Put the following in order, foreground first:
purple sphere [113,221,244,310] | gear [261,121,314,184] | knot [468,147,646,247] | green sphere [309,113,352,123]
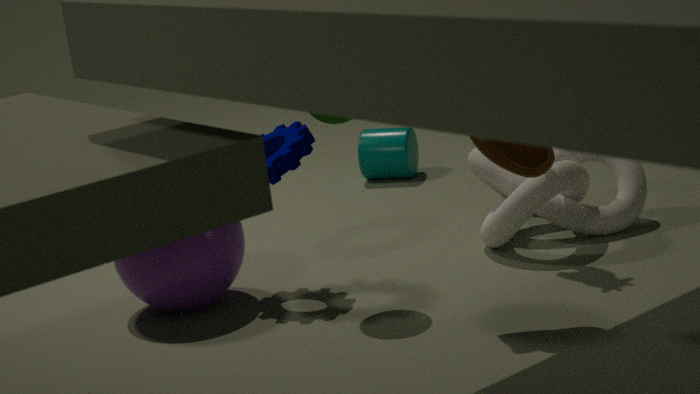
green sphere [309,113,352,123] → purple sphere [113,221,244,310] → gear [261,121,314,184] → knot [468,147,646,247]
